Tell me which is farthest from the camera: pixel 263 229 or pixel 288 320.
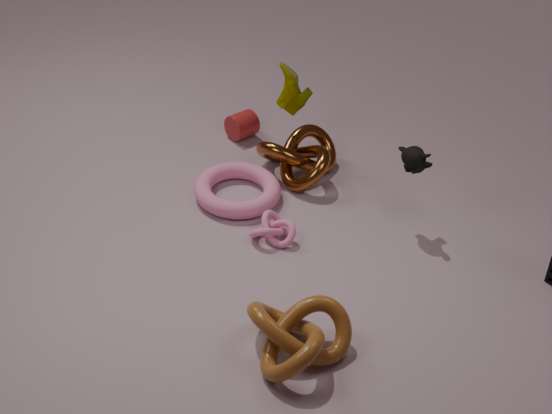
pixel 263 229
